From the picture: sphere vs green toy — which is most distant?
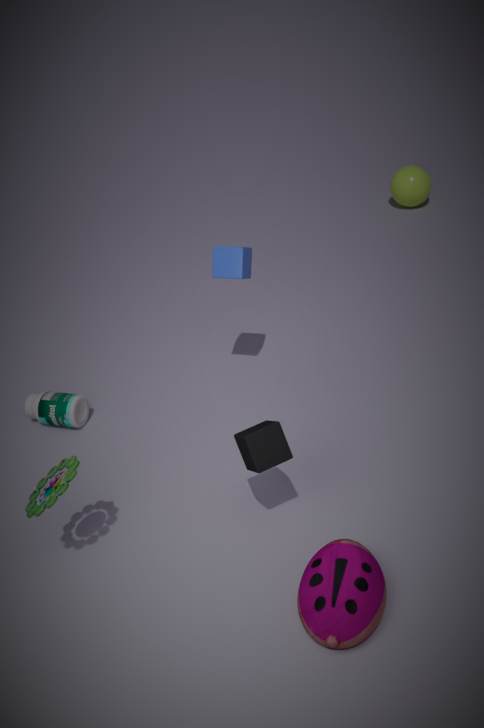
sphere
